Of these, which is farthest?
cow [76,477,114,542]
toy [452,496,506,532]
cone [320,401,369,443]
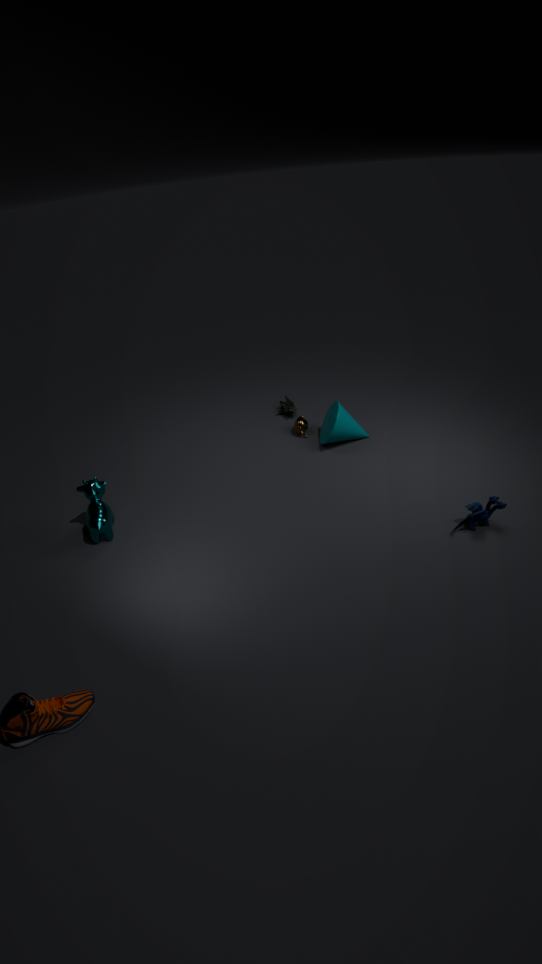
cone [320,401,369,443]
